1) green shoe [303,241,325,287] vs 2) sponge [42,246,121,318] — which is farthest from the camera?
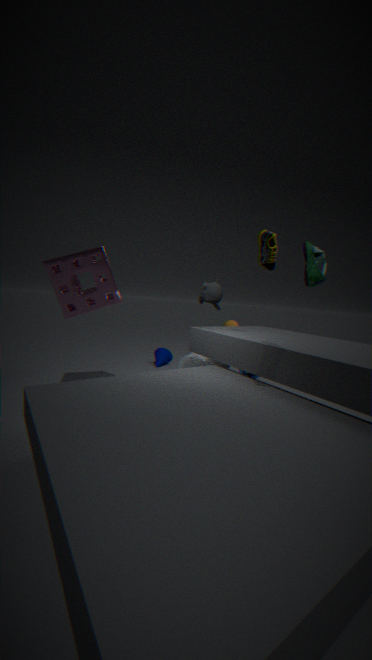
2. sponge [42,246,121,318]
